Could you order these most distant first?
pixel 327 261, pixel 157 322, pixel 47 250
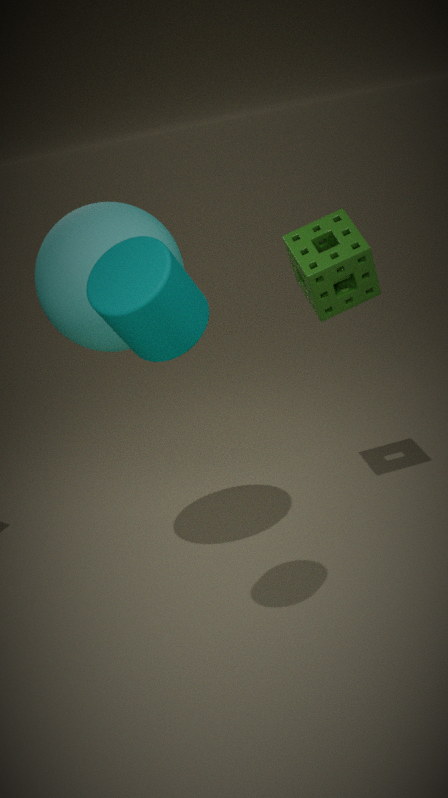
pixel 327 261 → pixel 47 250 → pixel 157 322
